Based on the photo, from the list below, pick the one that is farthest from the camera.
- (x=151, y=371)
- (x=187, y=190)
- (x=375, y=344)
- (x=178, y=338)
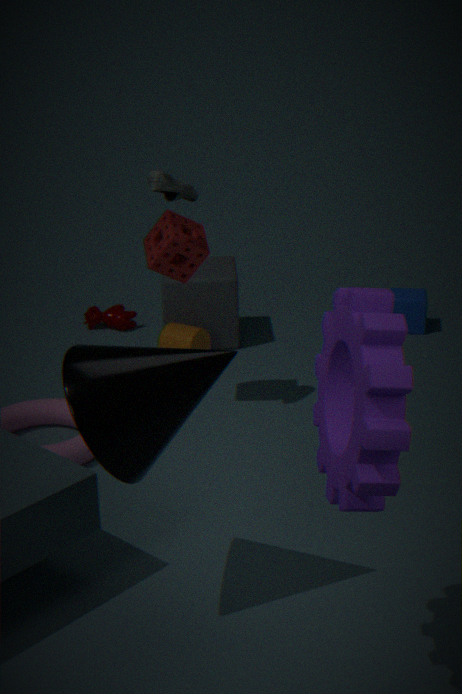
(x=178, y=338)
